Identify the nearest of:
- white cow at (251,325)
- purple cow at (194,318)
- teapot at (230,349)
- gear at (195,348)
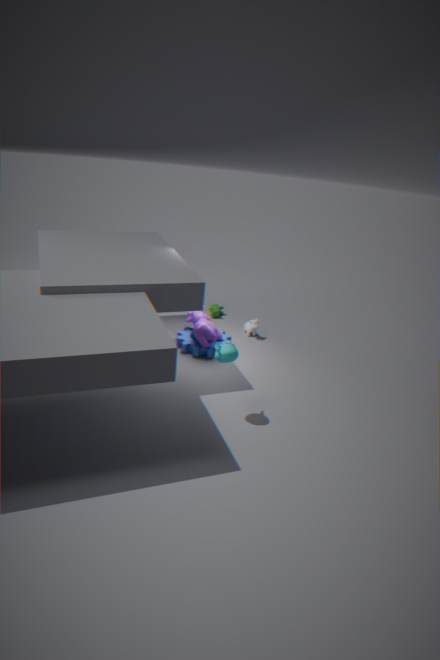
teapot at (230,349)
